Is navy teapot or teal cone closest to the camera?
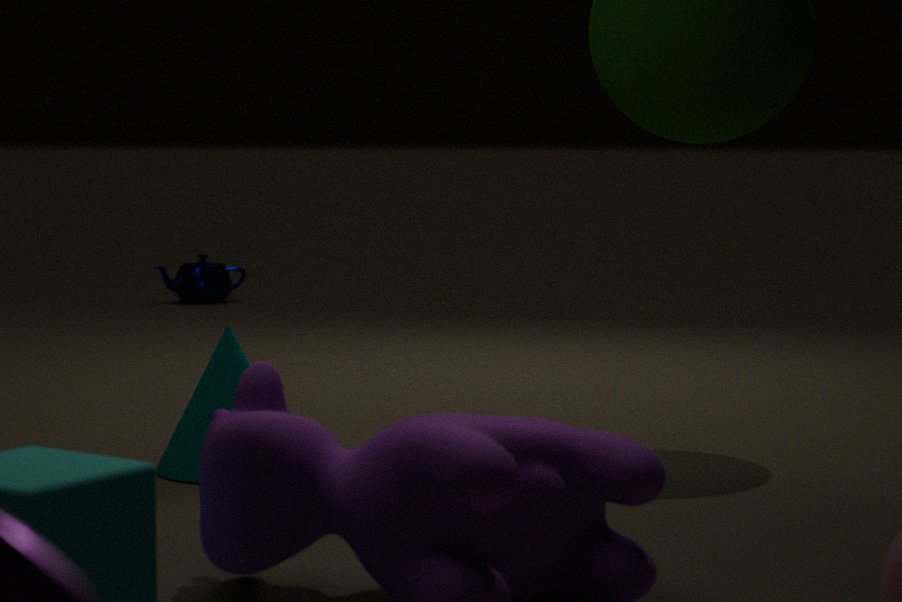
teal cone
